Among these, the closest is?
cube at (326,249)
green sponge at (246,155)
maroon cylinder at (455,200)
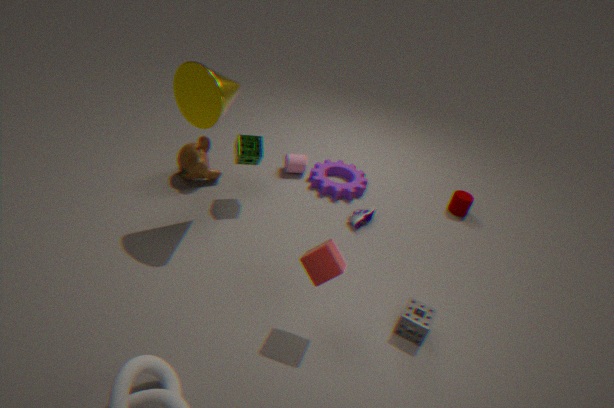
cube at (326,249)
